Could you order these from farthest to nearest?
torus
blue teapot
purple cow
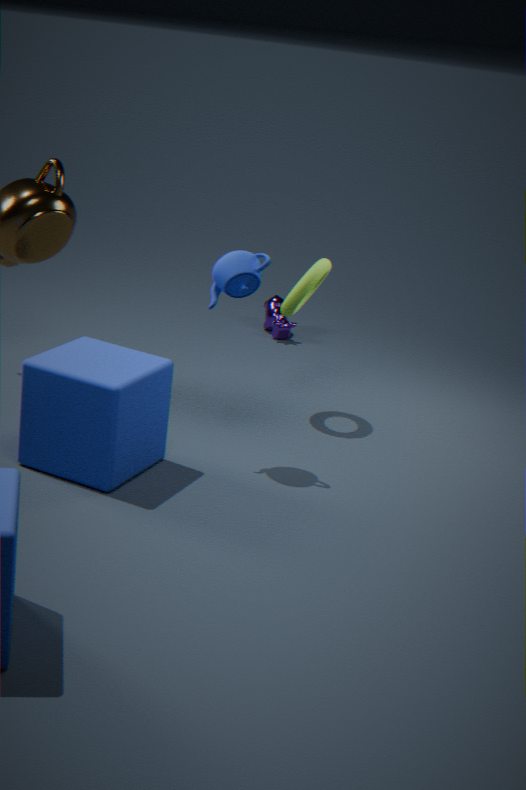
1. purple cow
2. torus
3. blue teapot
